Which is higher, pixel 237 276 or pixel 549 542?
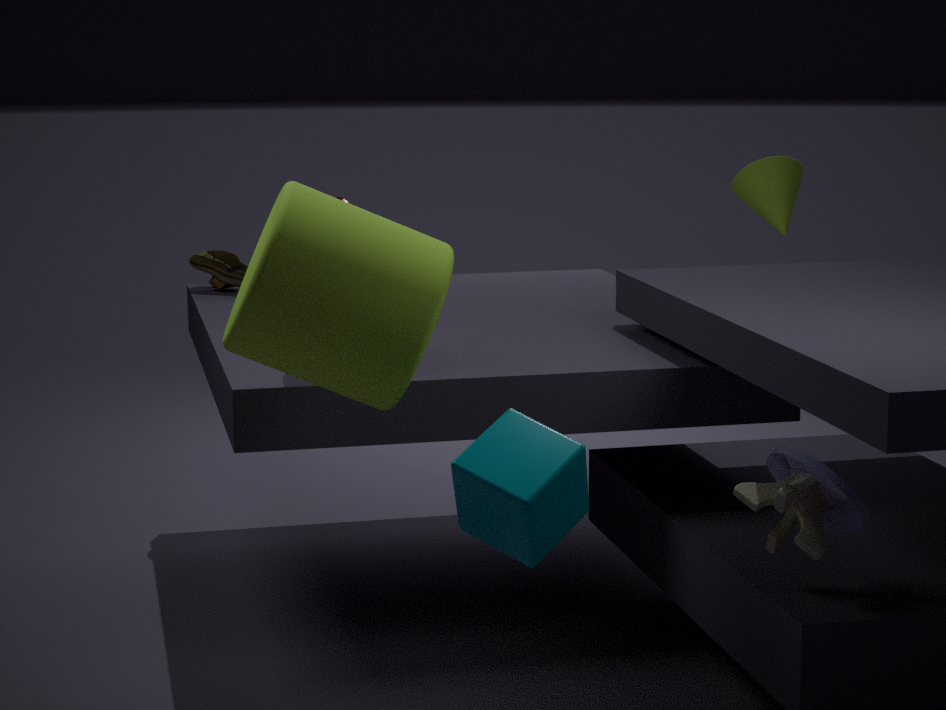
pixel 237 276
